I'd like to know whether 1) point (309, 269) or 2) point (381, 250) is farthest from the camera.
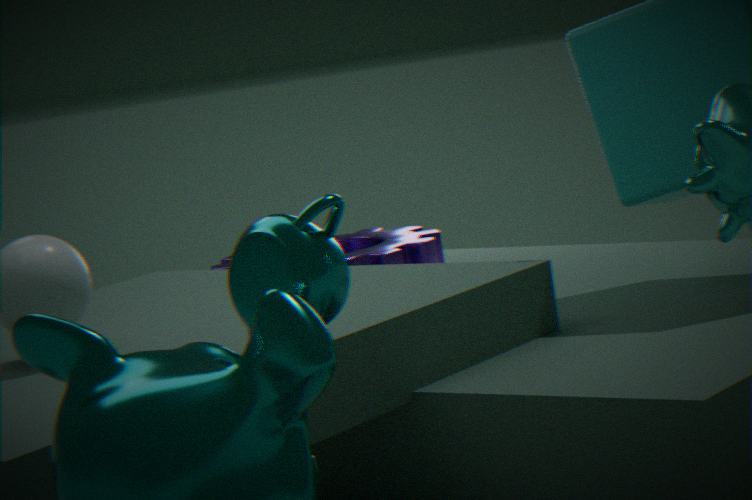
2. point (381, 250)
